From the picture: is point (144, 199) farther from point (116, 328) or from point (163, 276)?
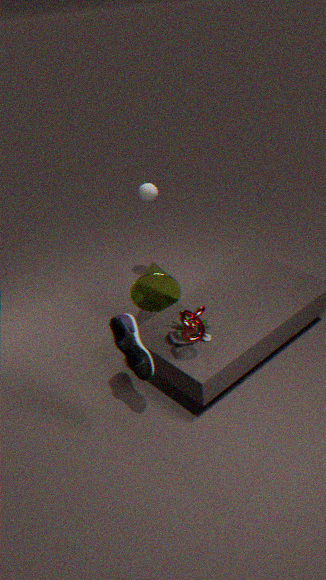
point (116, 328)
